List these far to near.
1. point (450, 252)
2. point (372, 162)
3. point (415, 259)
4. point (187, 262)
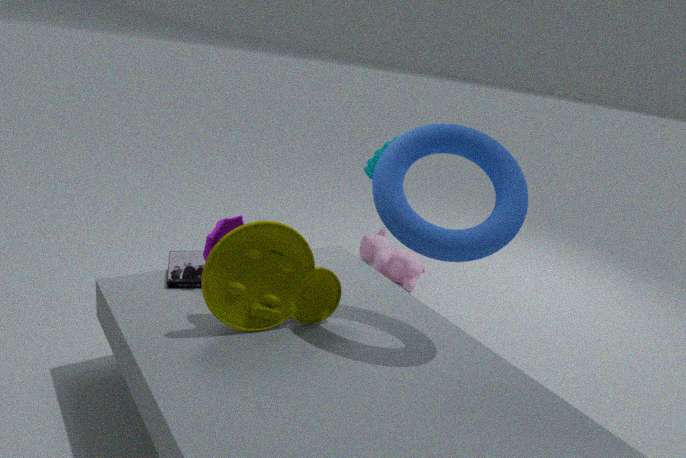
point (415, 259), point (372, 162), point (187, 262), point (450, 252)
